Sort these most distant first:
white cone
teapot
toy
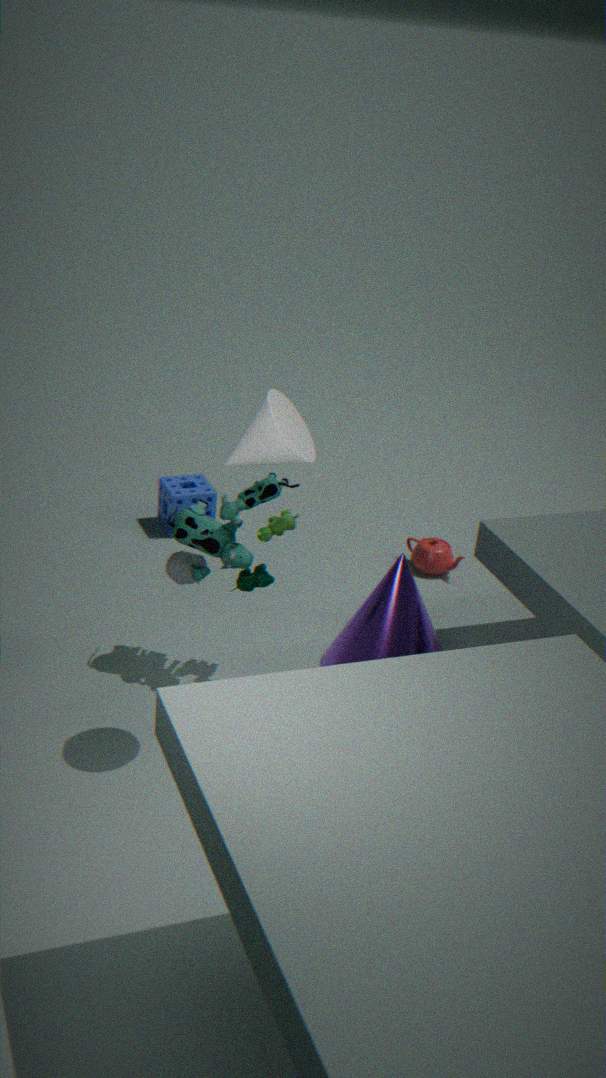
teapot
toy
white cone
